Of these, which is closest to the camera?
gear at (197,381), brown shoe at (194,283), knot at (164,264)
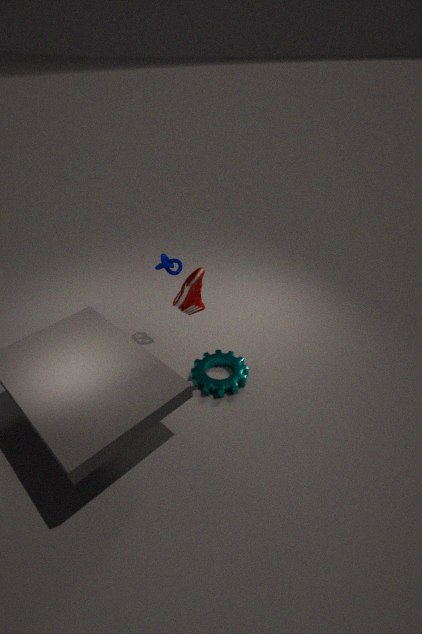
brown shoe at (194,283)
